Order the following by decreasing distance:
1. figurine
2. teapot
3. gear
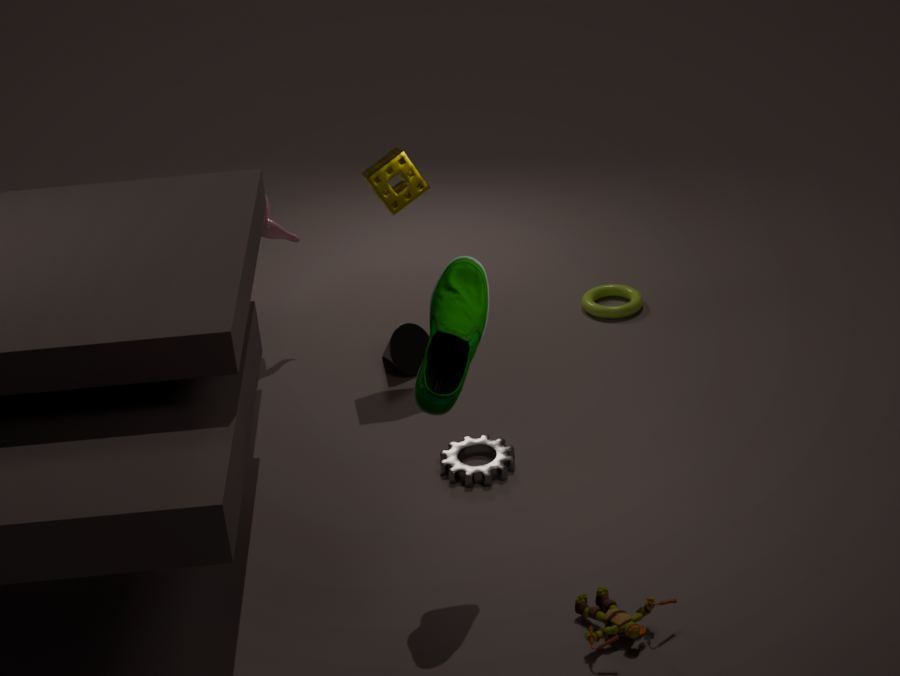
1. teapot
2. gear
3. figurine
